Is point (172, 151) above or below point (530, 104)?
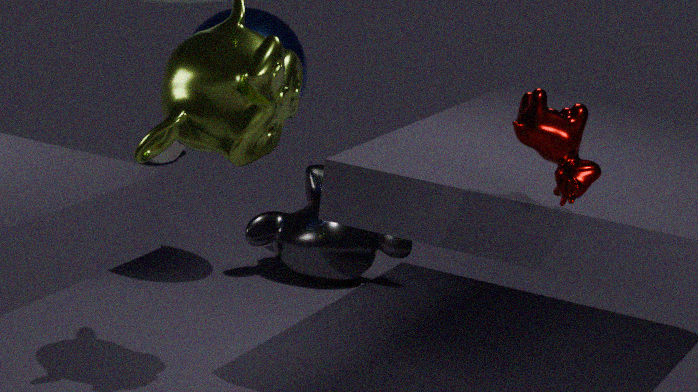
below
